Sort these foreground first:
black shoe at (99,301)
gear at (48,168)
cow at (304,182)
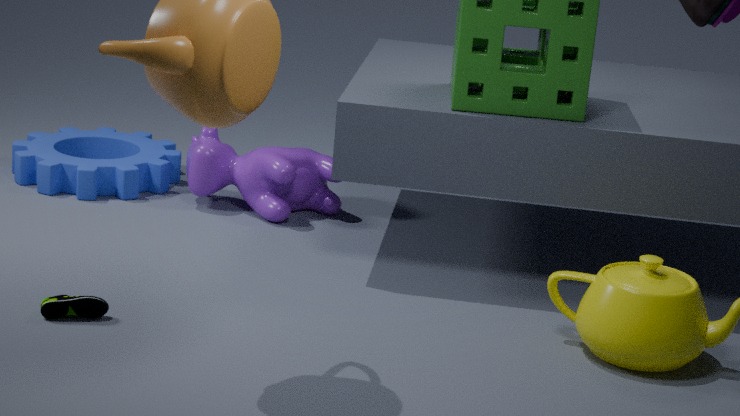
1. black shoe at (99,301)
2. cow at (304,182)
3. gear at (48,168)
